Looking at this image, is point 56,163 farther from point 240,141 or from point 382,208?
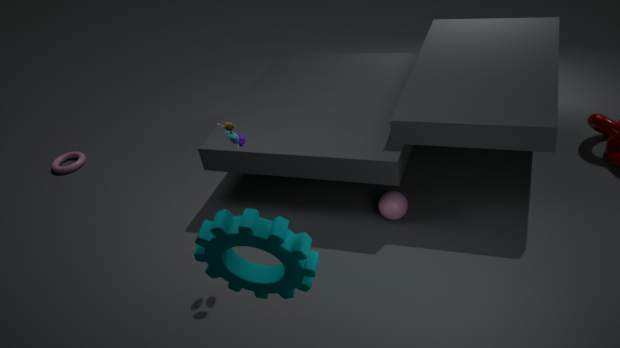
point 382,208
